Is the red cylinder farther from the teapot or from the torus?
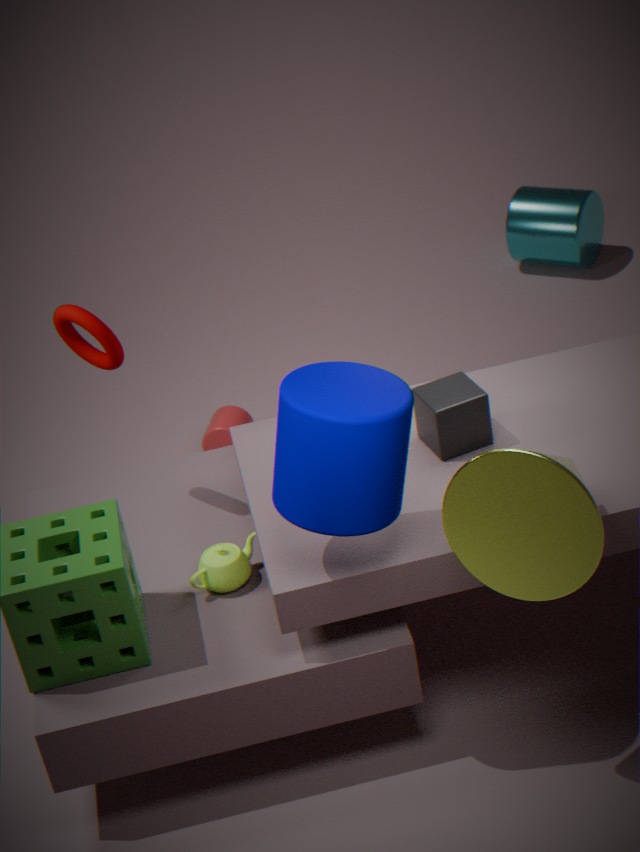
the teapot
